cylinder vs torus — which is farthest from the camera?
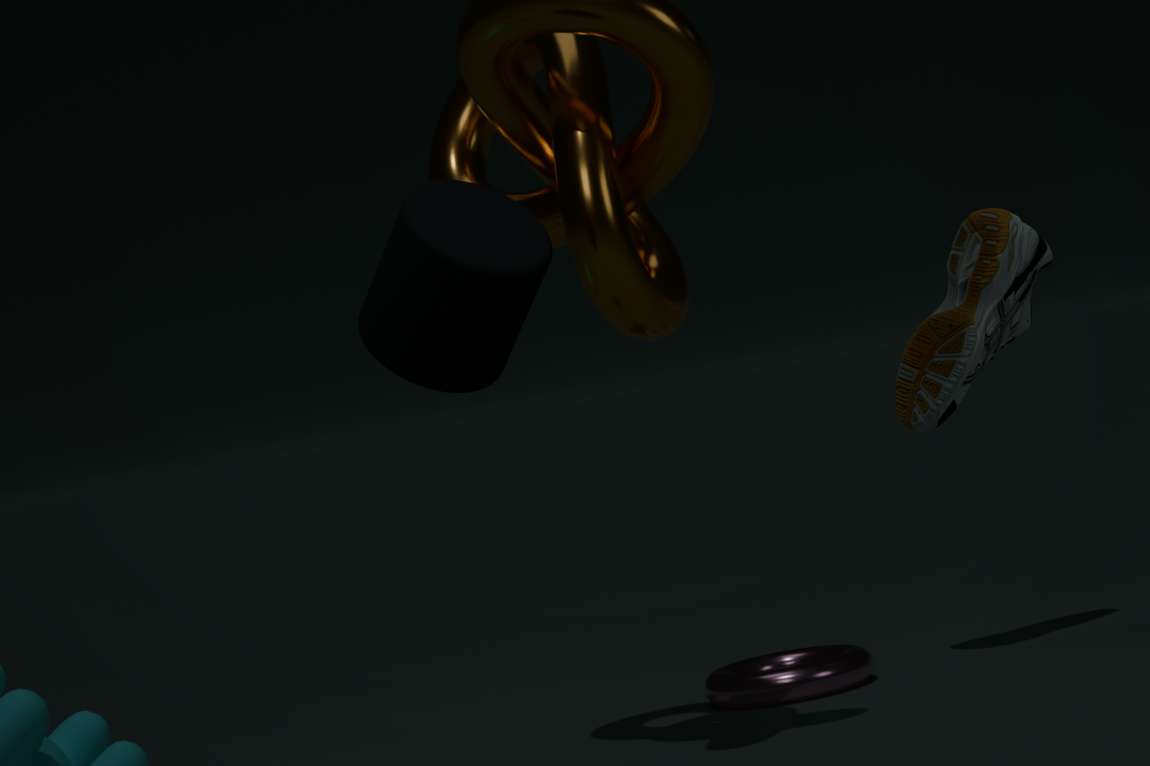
torus
